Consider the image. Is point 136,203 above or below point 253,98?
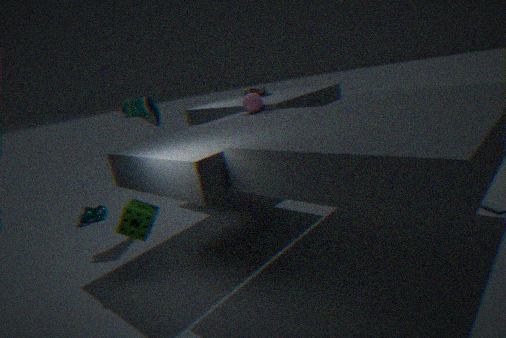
below
